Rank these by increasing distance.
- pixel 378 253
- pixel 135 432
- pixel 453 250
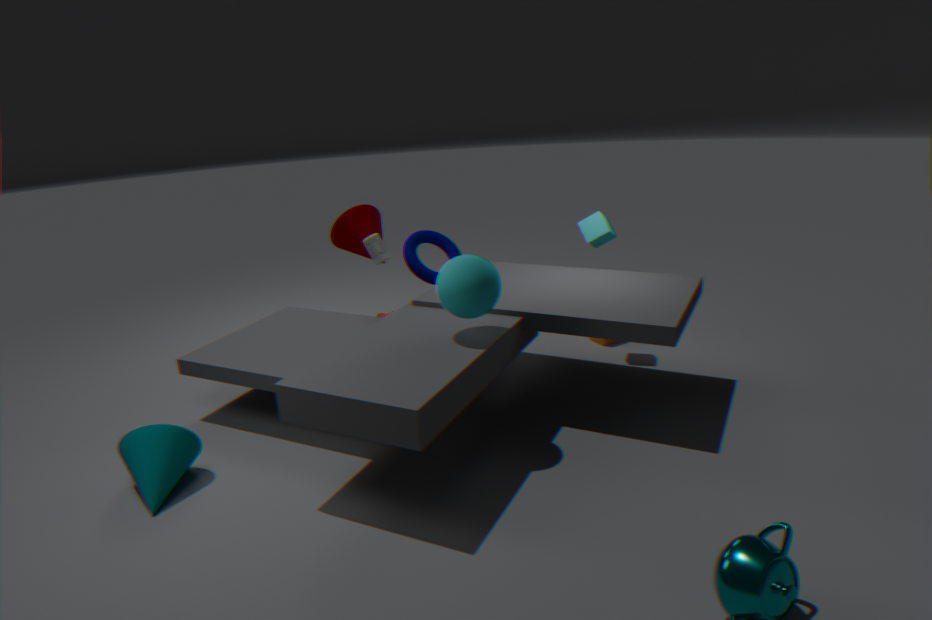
pixel 135 432 < pixel 378 253 < pixel 453 250
